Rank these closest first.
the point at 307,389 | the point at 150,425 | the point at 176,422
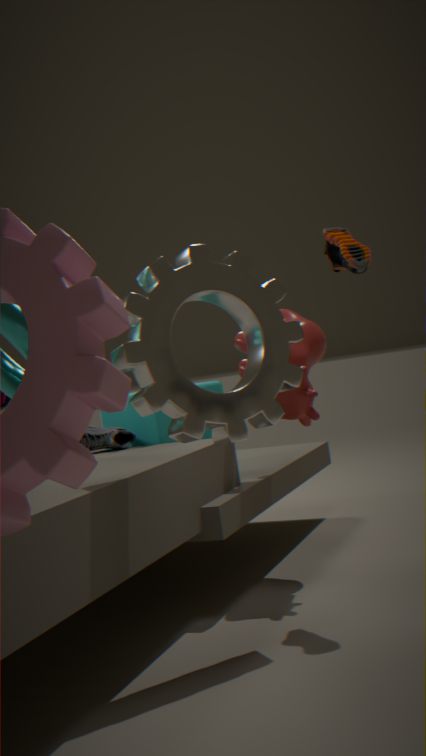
1. the point at 176,422
2. the point at 307,389
3. the point at 150,425
